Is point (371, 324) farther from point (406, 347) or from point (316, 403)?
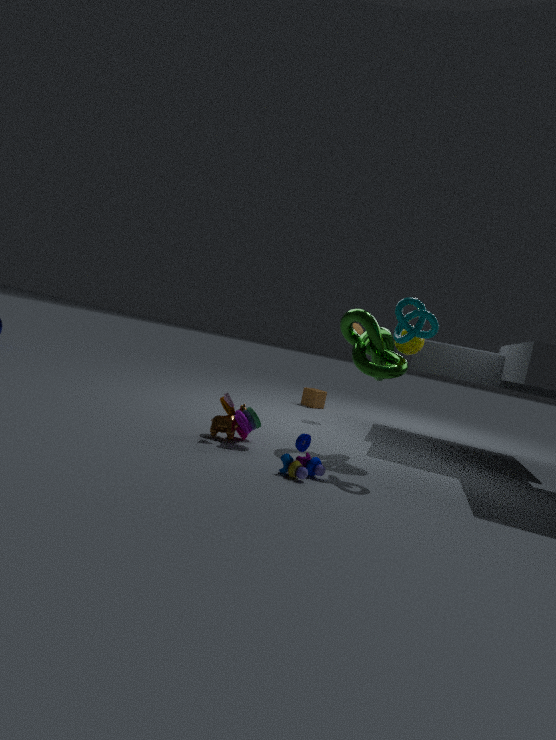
point (316, 403)
